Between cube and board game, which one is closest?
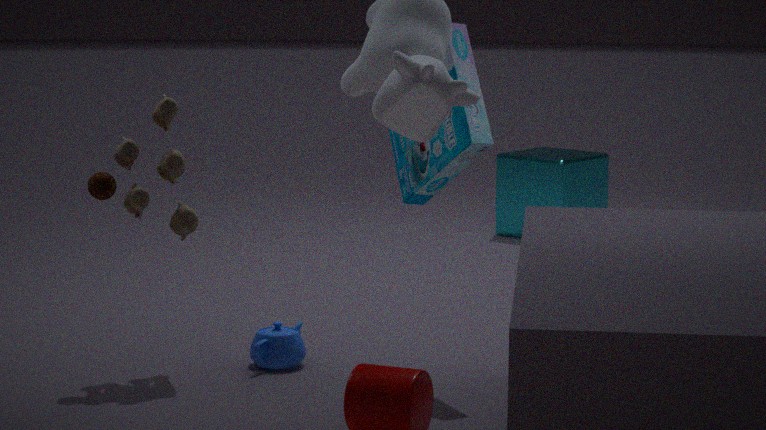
board game
